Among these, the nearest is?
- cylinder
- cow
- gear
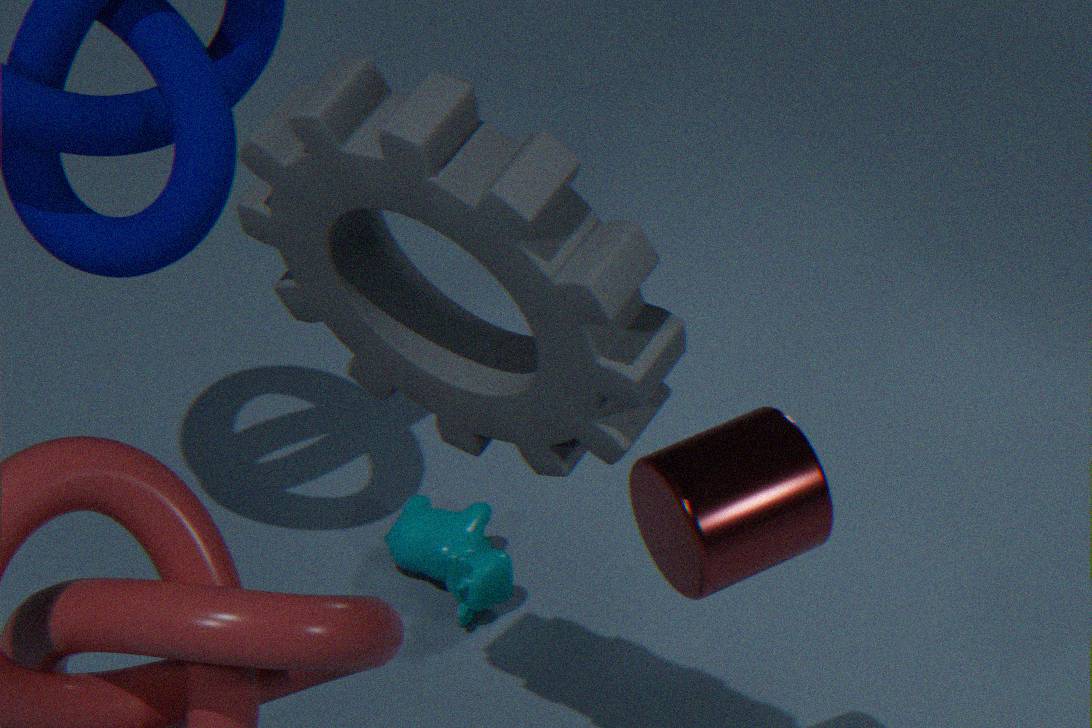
gear
